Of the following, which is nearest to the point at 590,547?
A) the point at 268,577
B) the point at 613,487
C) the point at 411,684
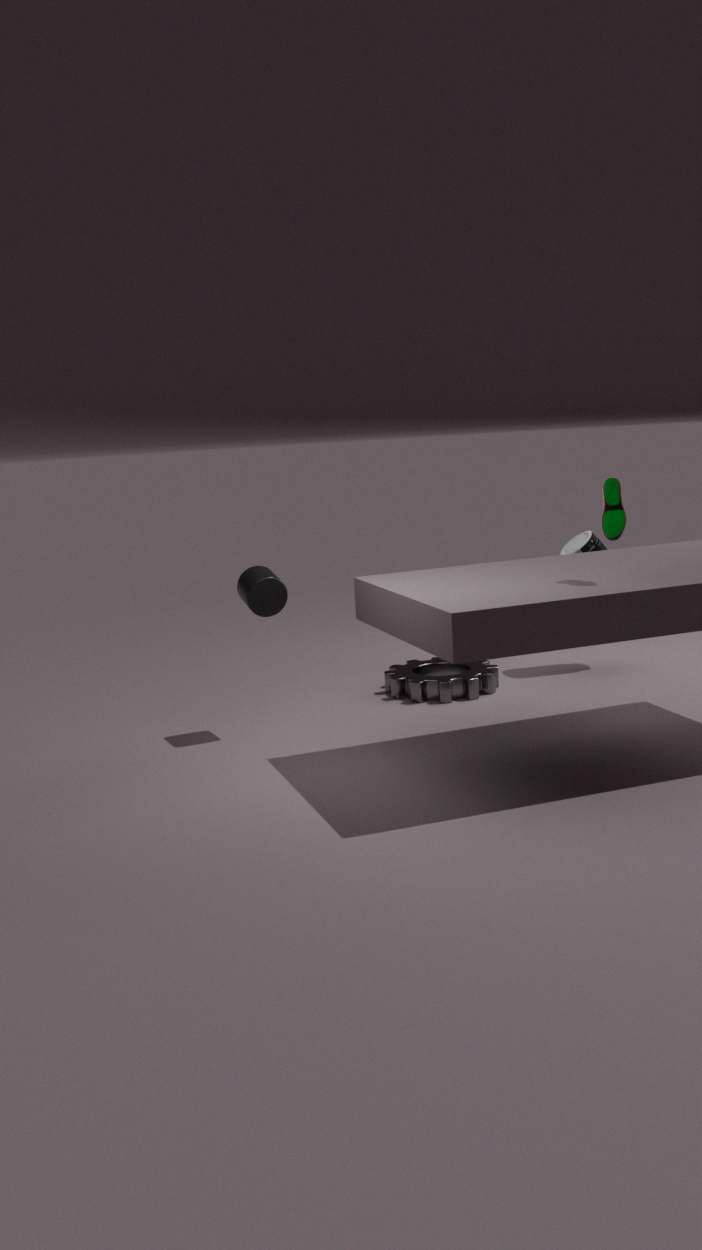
the point at 411,684
